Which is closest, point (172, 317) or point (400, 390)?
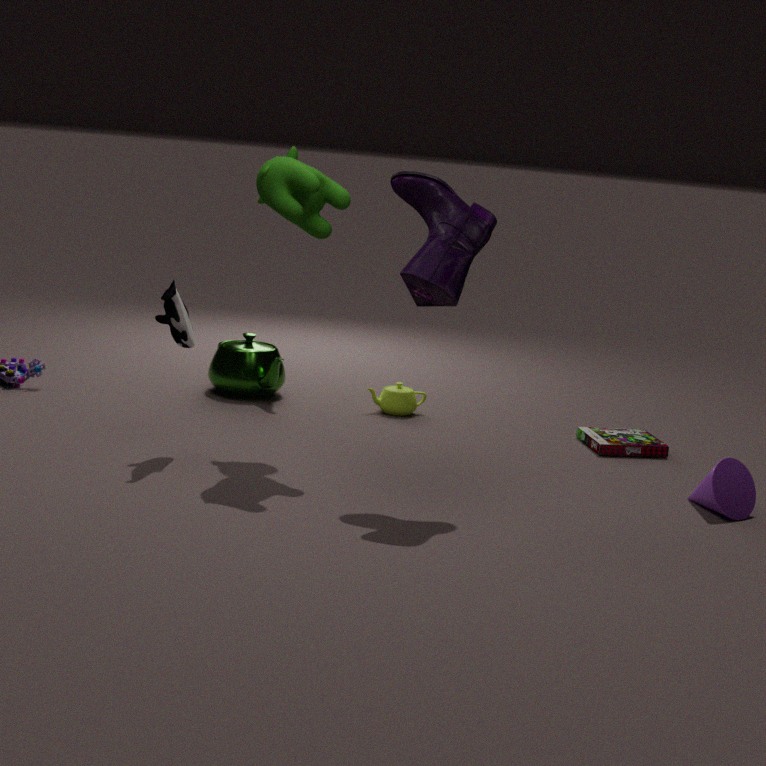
point (172, 317)
